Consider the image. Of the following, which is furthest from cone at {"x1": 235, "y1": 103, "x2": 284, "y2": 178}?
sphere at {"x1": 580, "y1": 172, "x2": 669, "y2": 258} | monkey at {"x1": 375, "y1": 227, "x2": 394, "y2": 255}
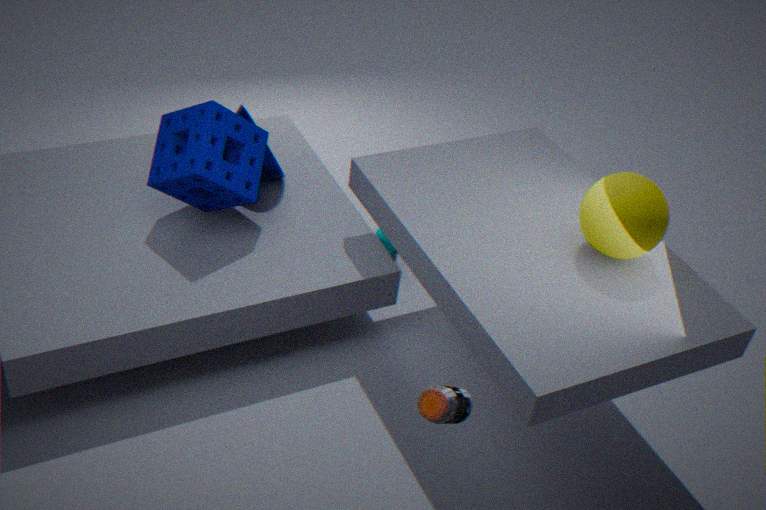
sphere at {"x1": 580, "y1": 172, "x2": 669, "y2": 258}
